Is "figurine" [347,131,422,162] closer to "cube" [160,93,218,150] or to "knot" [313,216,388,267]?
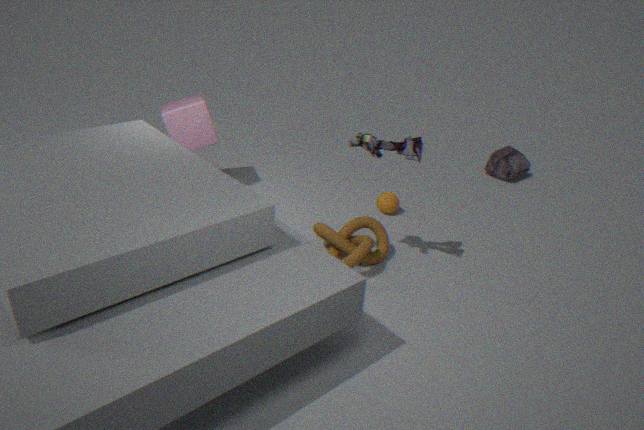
"knot" [313,216,388,267]
